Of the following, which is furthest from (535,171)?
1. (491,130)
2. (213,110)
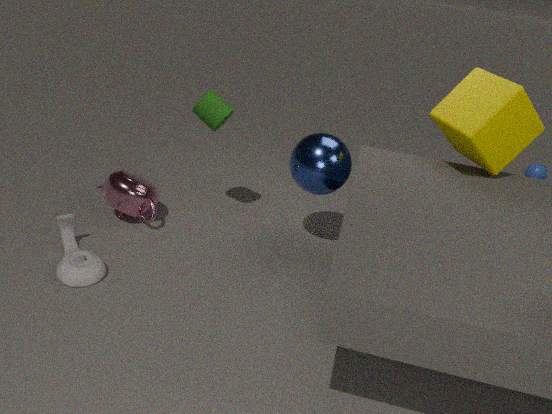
(213,110)
